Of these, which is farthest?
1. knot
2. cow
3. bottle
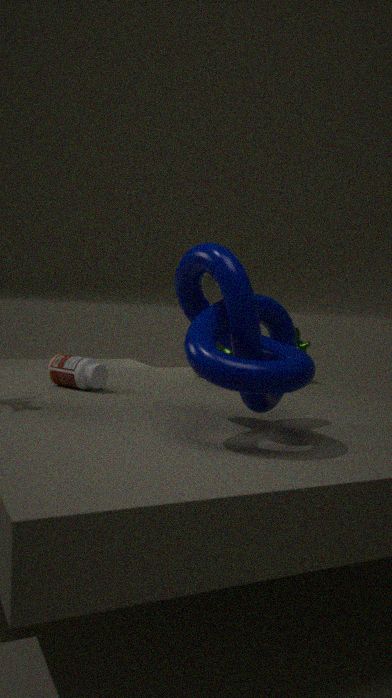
cow
